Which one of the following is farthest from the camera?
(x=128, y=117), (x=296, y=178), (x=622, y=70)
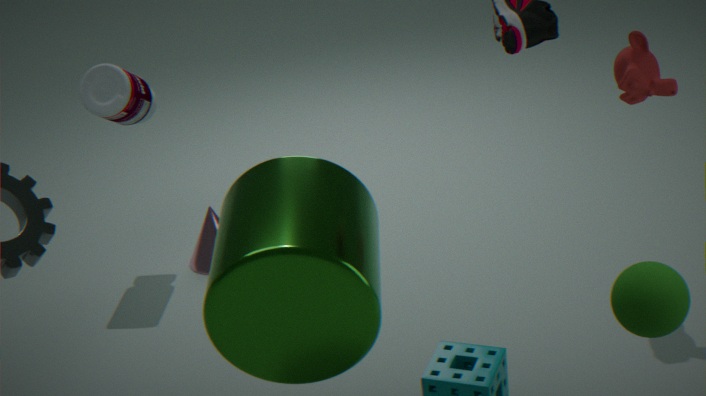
(x=128, y=117)
